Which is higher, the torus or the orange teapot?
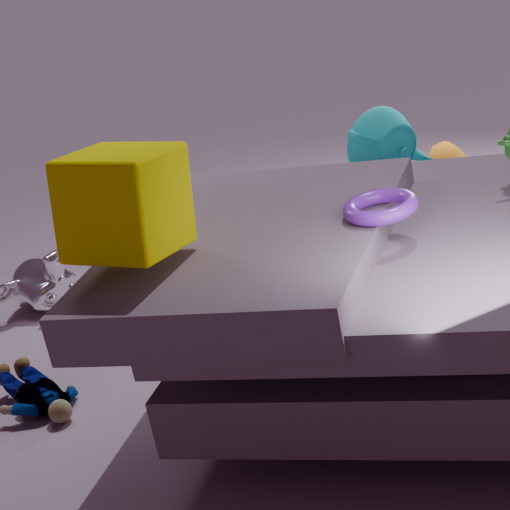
the torus
